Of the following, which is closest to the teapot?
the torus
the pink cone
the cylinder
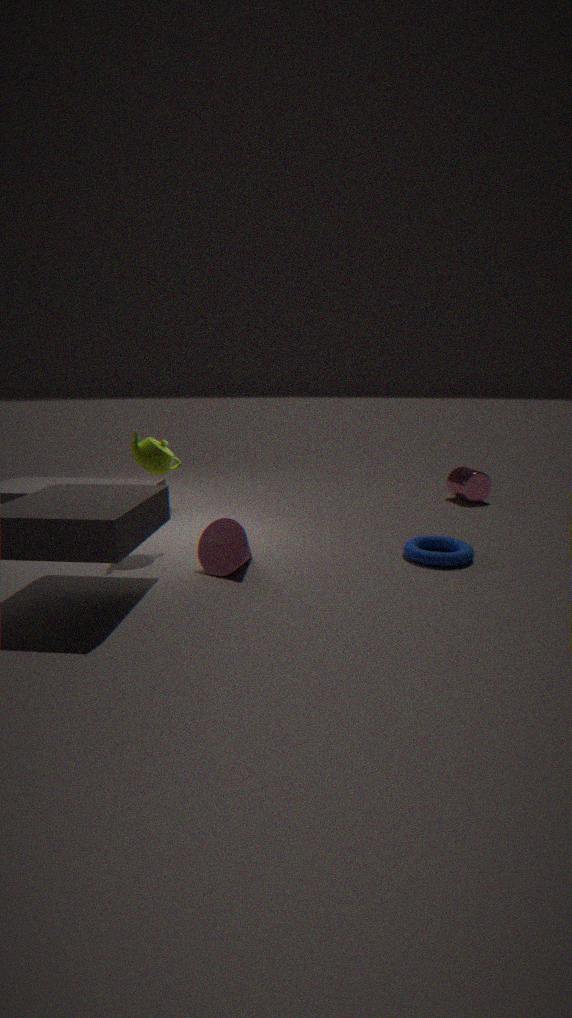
the pink cone
